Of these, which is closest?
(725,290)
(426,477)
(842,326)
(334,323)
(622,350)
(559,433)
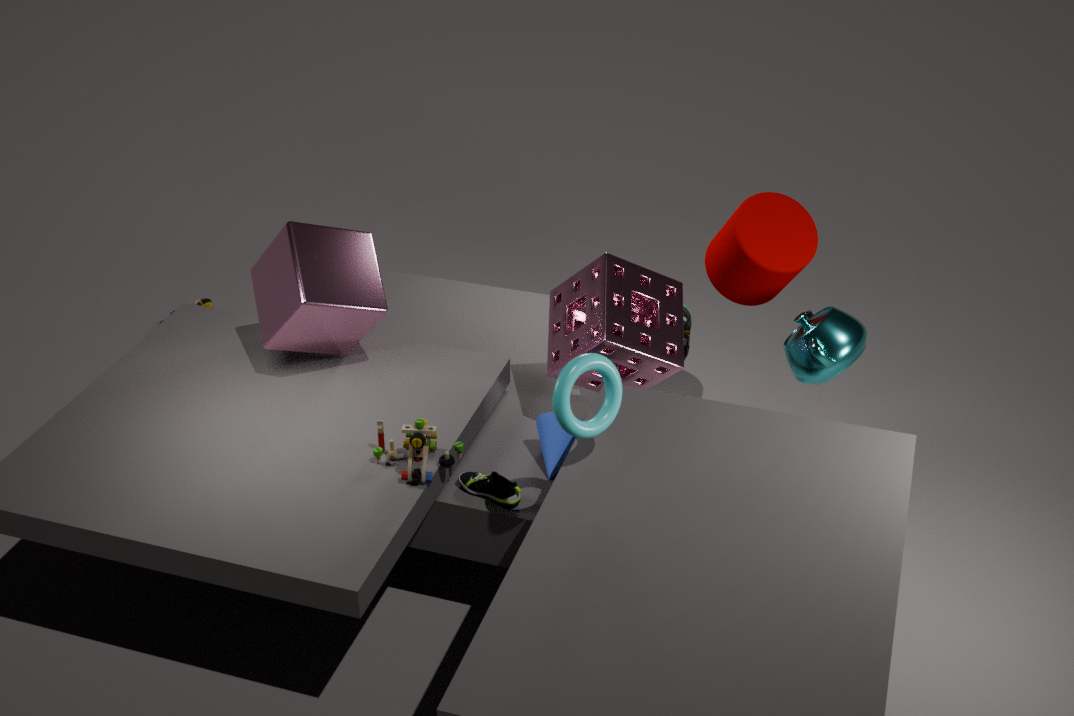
Answer: (426,477)
